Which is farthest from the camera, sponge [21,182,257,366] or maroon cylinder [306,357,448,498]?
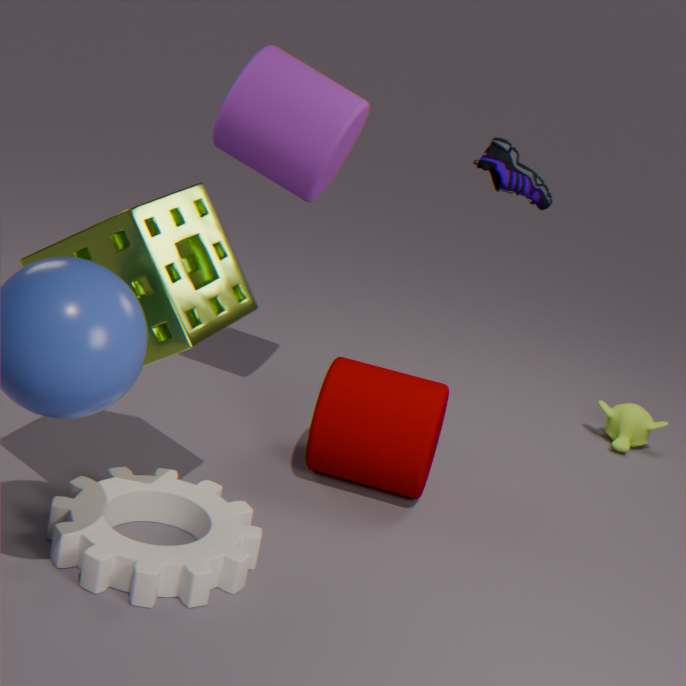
maroon cylinder [306,357,448,498]
